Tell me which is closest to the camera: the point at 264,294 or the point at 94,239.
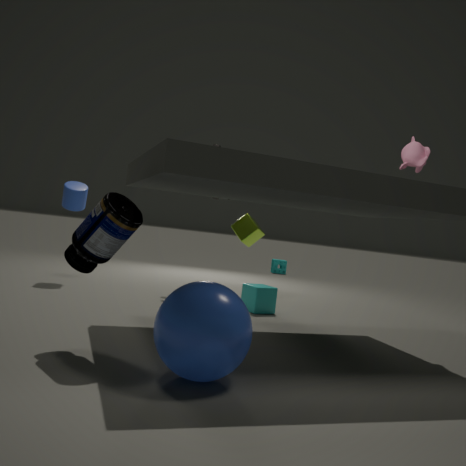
the point at 94,239
